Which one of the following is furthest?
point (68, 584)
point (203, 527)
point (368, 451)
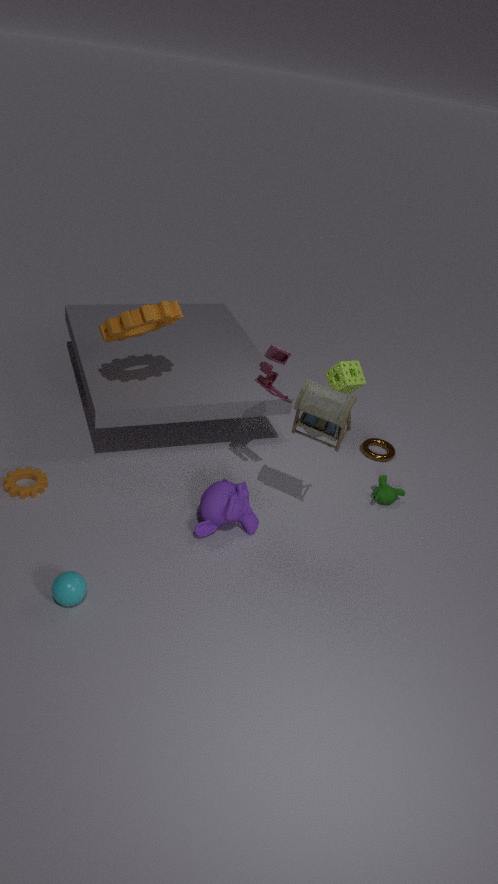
point (368, 451)
